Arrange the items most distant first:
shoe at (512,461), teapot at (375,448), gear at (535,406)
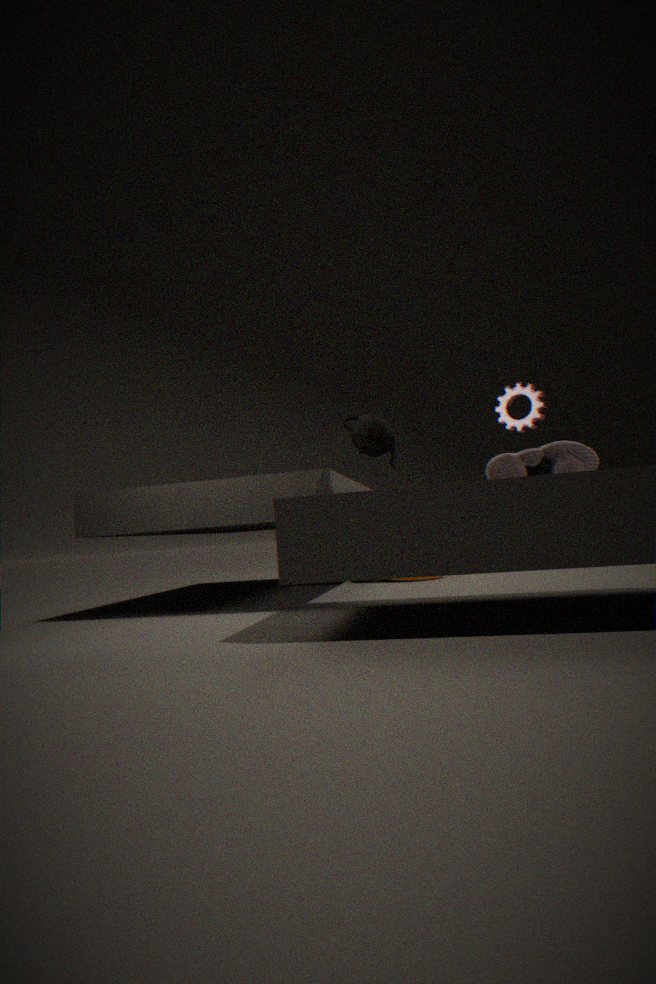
gear at (535,406), teapot at (375,448), shoe at (512,461)
